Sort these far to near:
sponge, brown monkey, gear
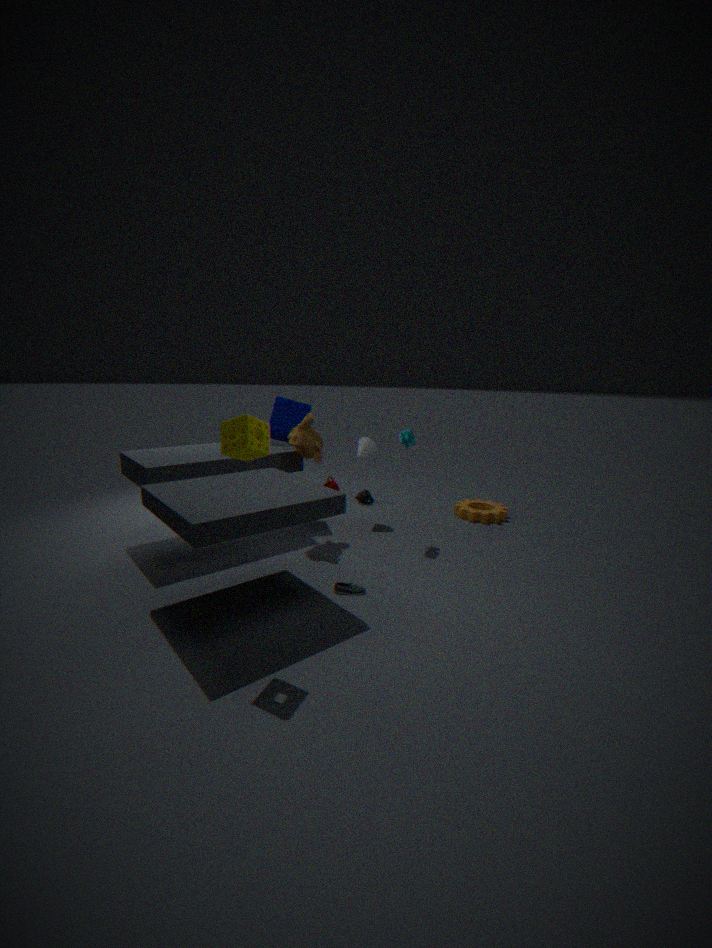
1. gear
2. brown monkey
3. sponge
